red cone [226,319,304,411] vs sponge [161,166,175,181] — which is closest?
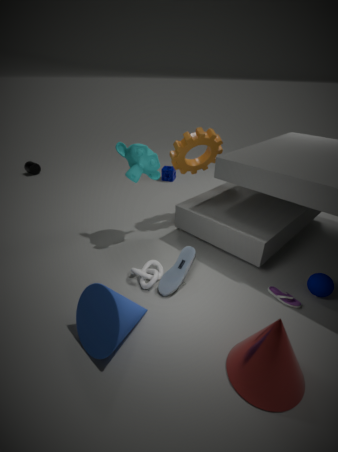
red cone [226,319,304,411]
